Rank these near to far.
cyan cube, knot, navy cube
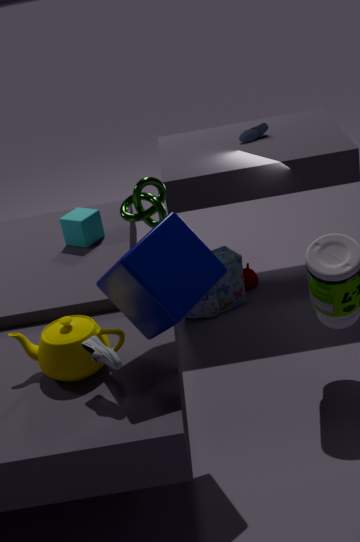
navy cube, knot, cyan cube
